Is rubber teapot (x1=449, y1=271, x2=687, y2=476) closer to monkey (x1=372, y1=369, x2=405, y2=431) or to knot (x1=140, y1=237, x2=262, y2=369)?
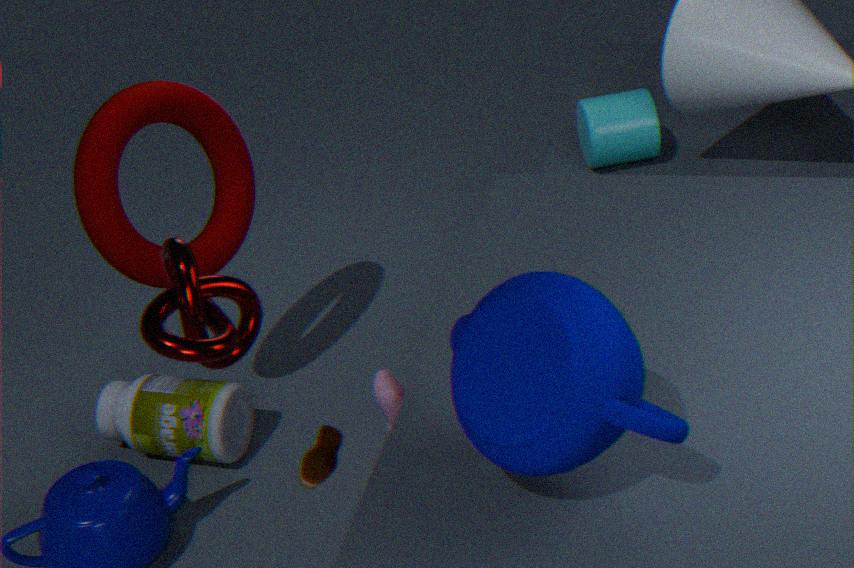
knot (x1=140, y1=237, x2=262, y2=369)
